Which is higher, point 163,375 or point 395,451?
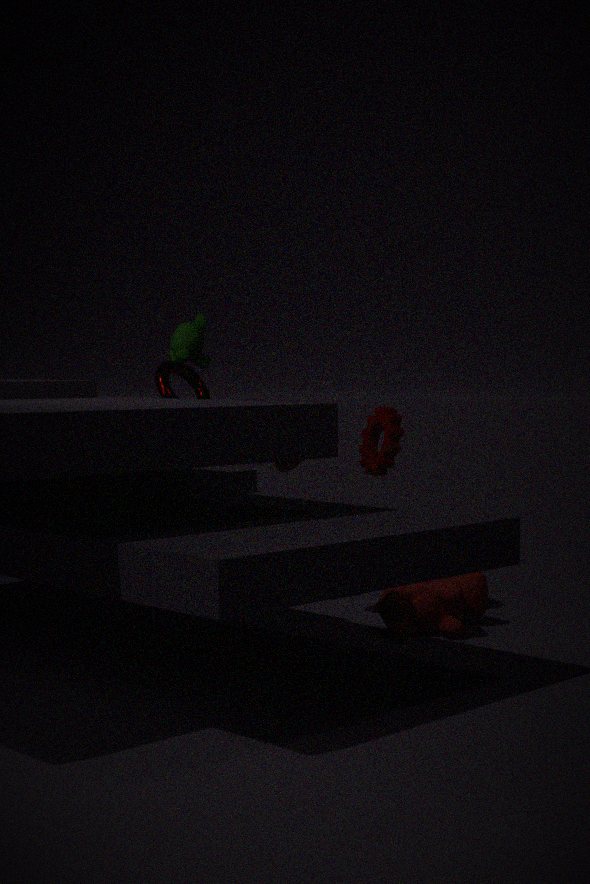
point 163,375
